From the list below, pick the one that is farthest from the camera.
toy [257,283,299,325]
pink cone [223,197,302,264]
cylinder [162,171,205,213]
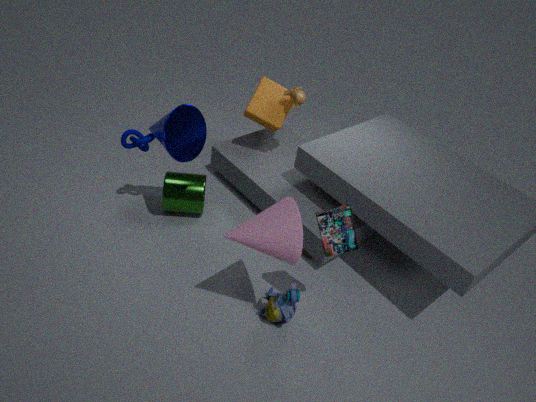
cylinder [162,171,205,213]
